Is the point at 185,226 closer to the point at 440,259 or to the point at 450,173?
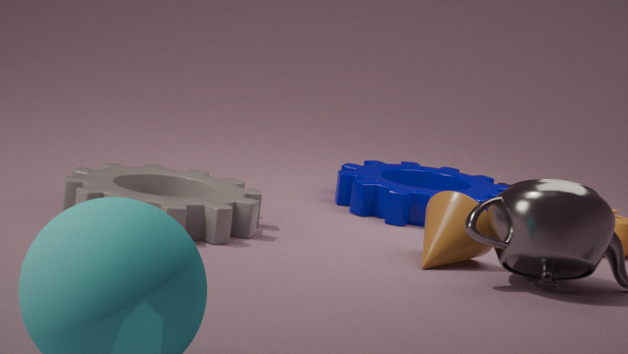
the point at 440,259
